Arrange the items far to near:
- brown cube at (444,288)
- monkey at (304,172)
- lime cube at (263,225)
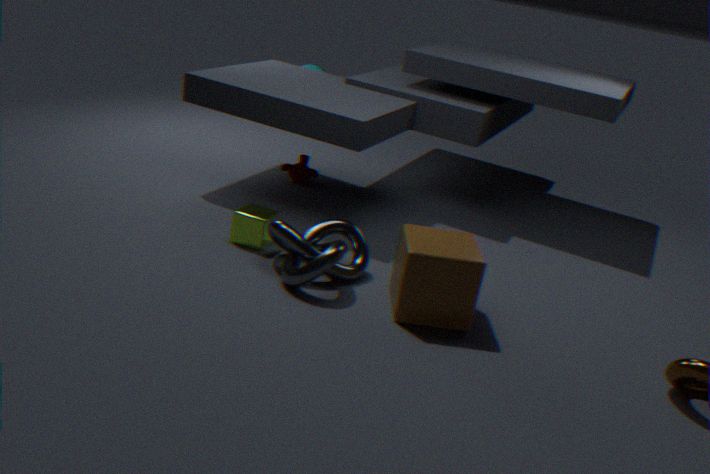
monkey at (304,172)
lime cube at (263,225)
brown cube at (444,288)
